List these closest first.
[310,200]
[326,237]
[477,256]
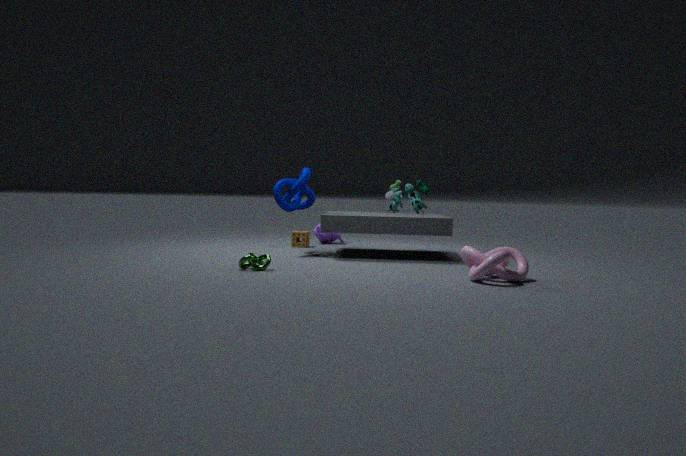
[477,256], [310,200], [326,237]
